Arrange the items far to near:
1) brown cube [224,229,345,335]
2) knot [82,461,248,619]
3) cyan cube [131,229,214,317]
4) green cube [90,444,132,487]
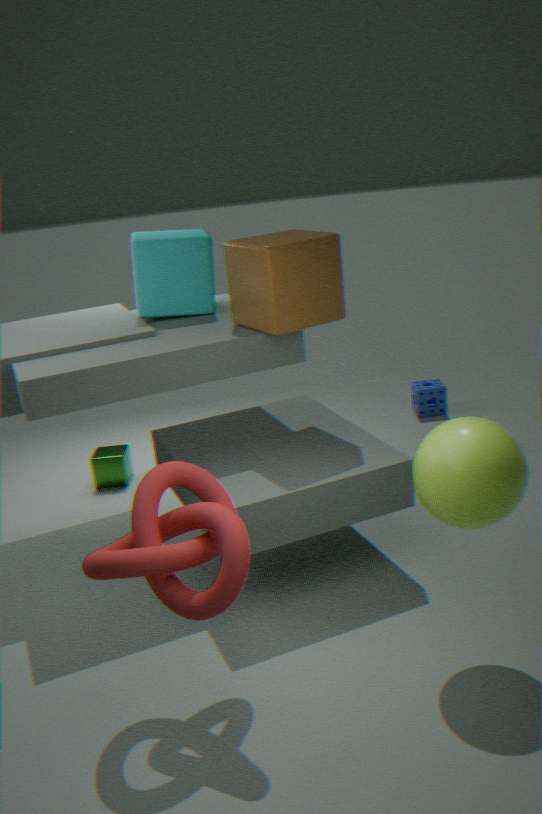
4. green cube [90,444,132,487] < 3. cyan cube [131,229,214,317] < 1. brown cube [224,229,345,335] < 2. knot [82,461,248,619]
